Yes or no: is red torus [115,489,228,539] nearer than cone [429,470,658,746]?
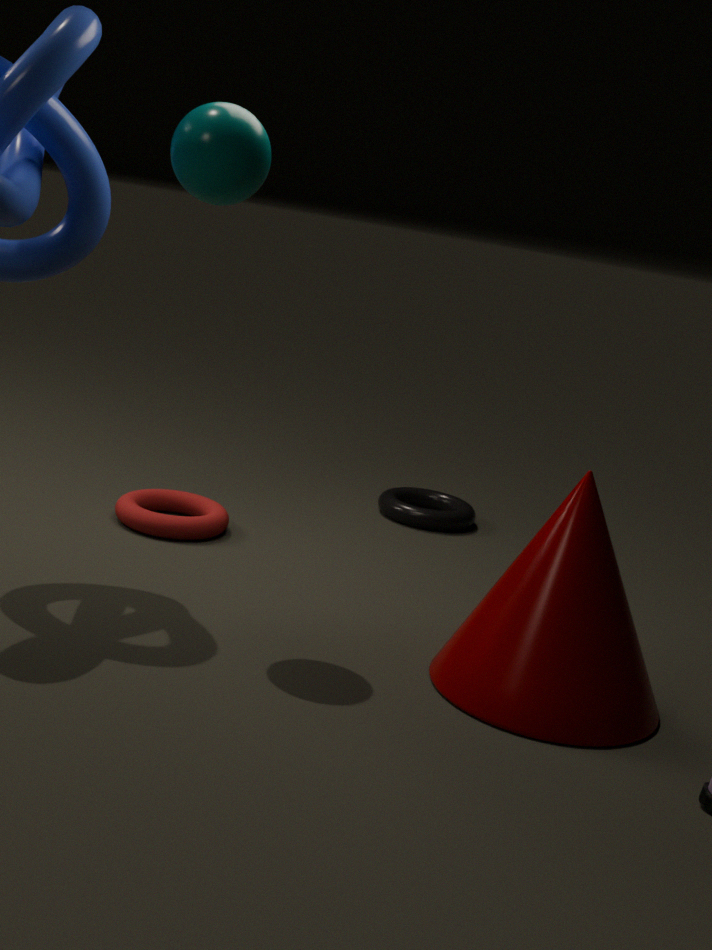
No
